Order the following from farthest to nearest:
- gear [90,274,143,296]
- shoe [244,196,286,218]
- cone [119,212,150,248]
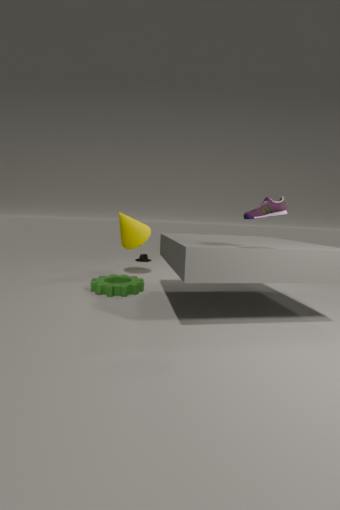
cone [119,212,150,248] < gear [90,274,143,296] < shoe [244,196,286,218]
